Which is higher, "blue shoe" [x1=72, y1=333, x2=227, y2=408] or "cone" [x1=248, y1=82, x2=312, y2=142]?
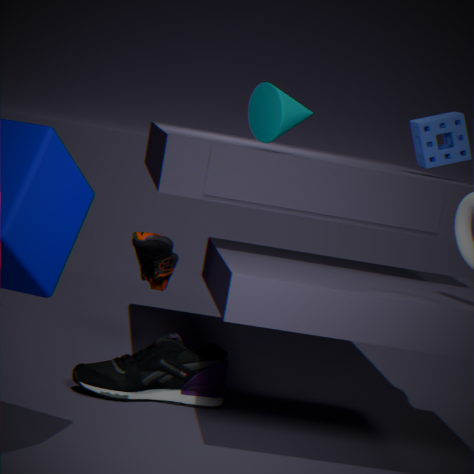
"cone" [x1=248, y1=82, x2=312, y2=142]
